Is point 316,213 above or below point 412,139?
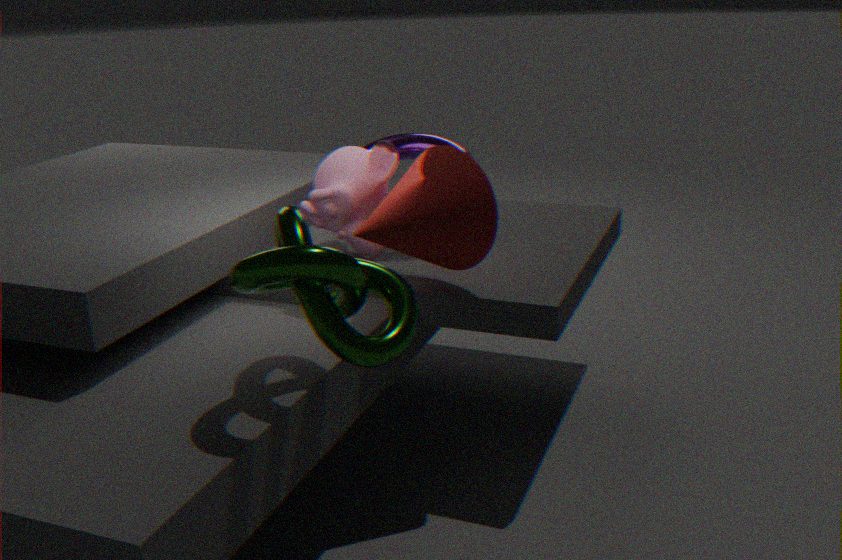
above
